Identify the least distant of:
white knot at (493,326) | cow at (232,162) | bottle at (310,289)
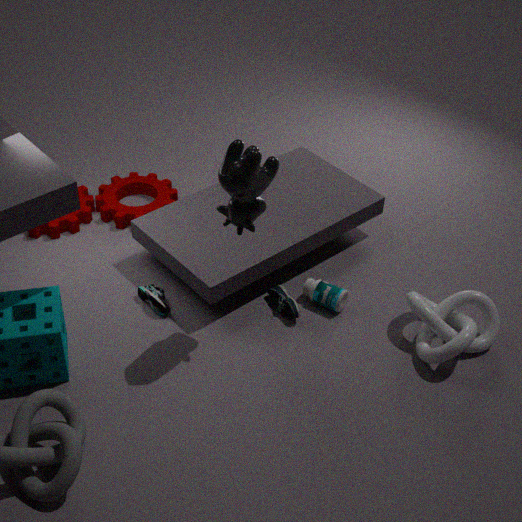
cow at (232,162)
